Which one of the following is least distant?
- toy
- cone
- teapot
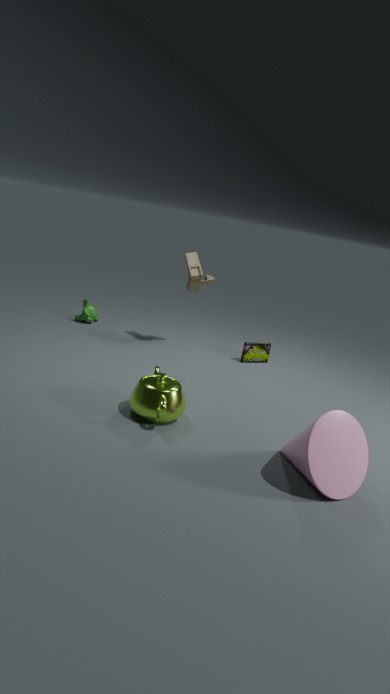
cone
